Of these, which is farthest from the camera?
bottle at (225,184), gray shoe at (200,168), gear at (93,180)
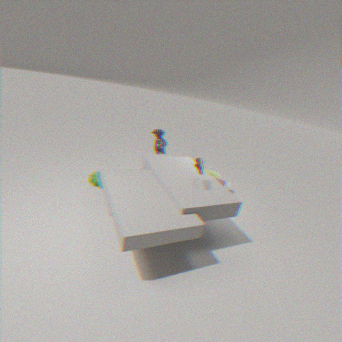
bottle at (225,184)
